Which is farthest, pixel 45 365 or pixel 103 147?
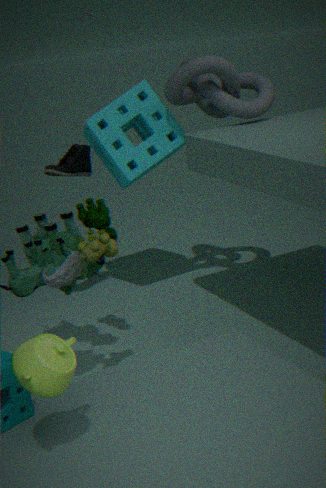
pixel 103 147
